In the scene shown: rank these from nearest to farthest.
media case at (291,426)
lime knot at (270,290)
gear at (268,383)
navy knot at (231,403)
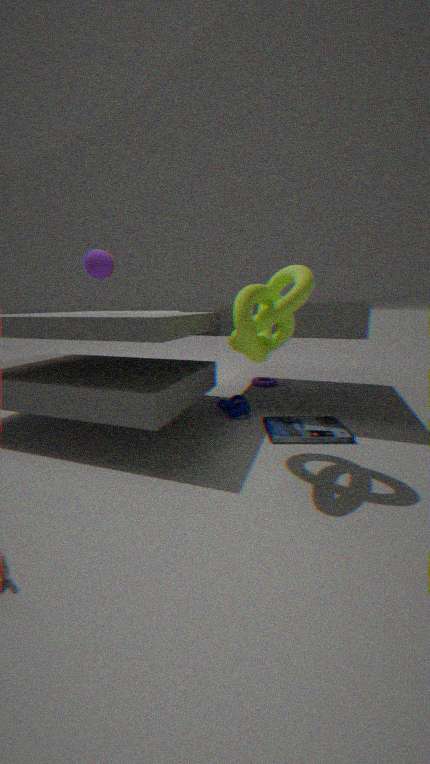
lime knot at (270,290), media case at (291,426), navy knot at (231,403), gear at (268,383)
